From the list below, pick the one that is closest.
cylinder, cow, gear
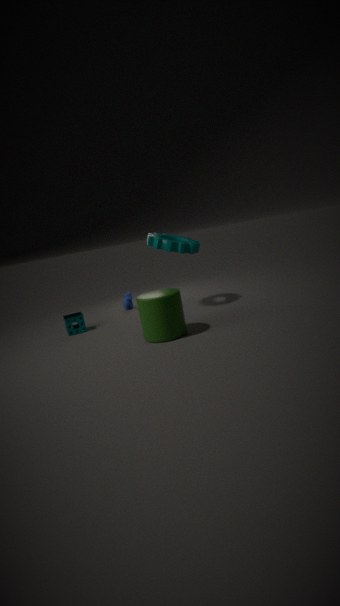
cylinder
